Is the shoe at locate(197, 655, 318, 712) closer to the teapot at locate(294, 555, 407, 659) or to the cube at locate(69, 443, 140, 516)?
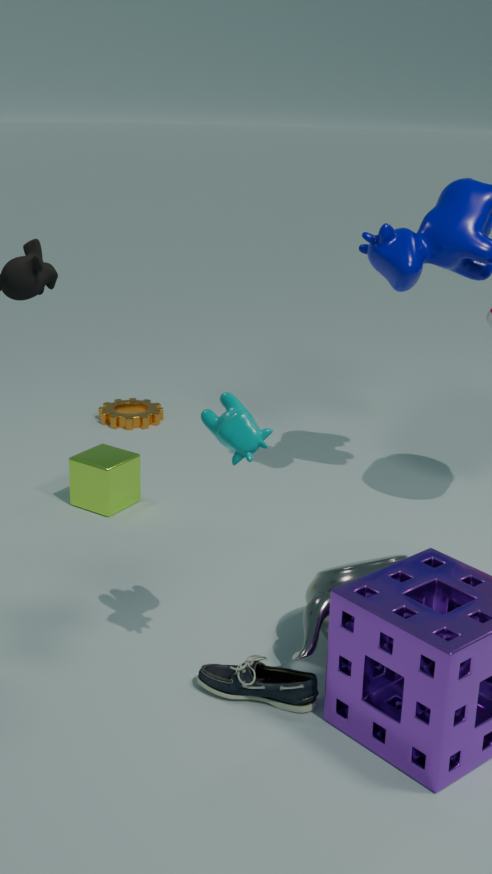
the teapot at locate(294, 555, 407, 659)
